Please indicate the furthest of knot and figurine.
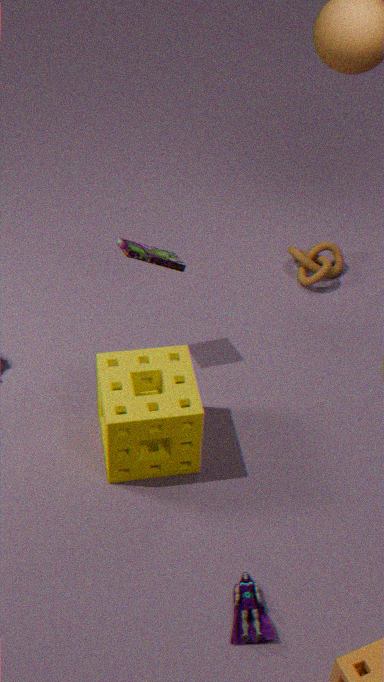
knot
